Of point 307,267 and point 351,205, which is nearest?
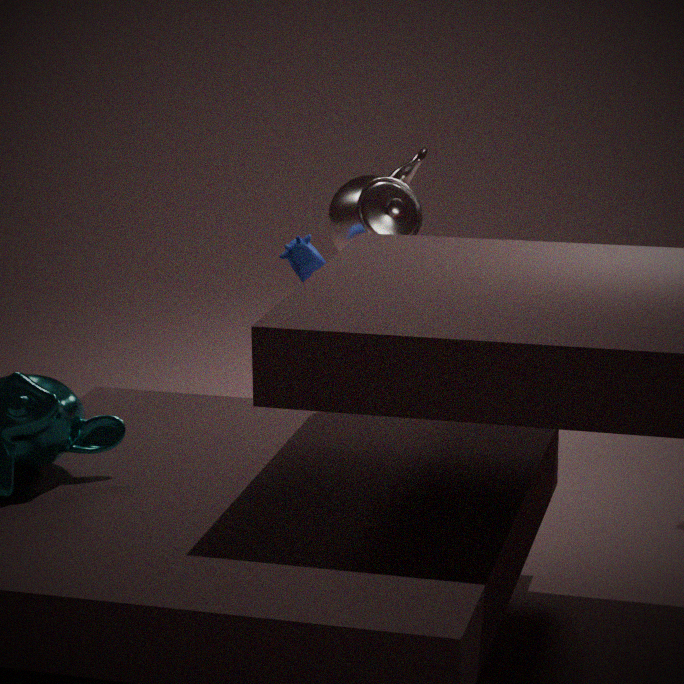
point 307,267
